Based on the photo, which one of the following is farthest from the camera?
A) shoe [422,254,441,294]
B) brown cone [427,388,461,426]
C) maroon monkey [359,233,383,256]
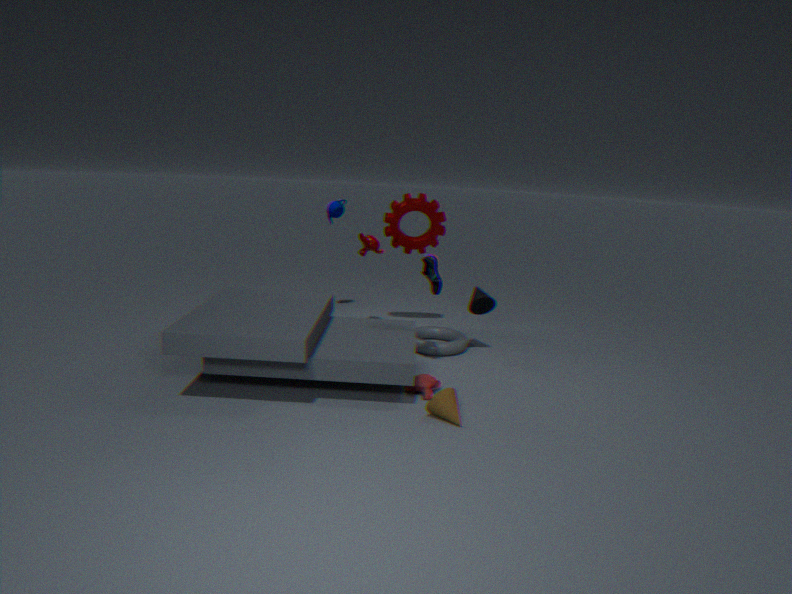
maroon monkey [359,233,383,256]
